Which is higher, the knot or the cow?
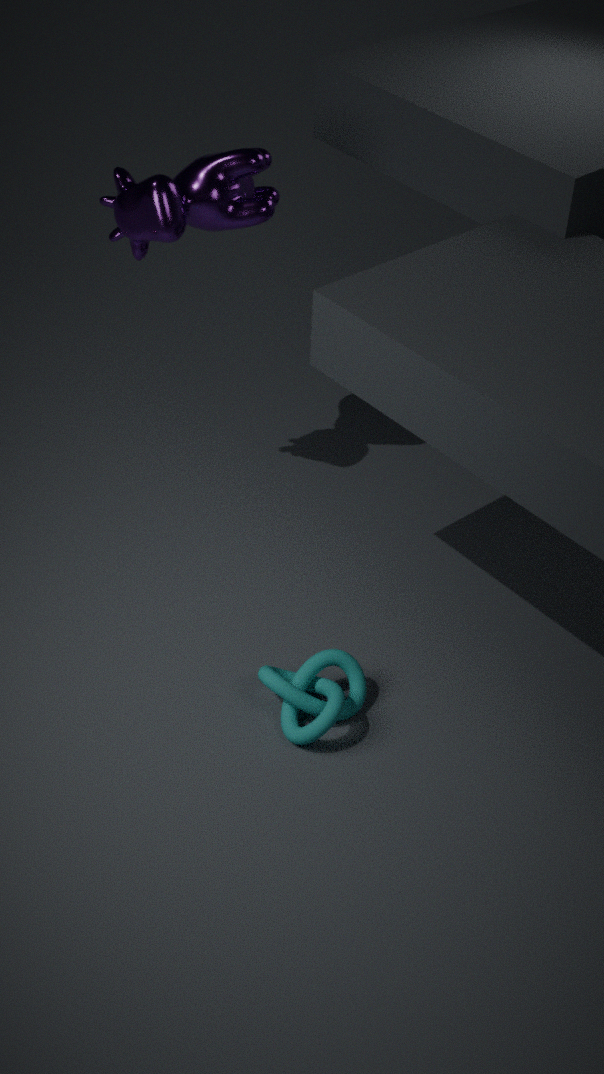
the cow
